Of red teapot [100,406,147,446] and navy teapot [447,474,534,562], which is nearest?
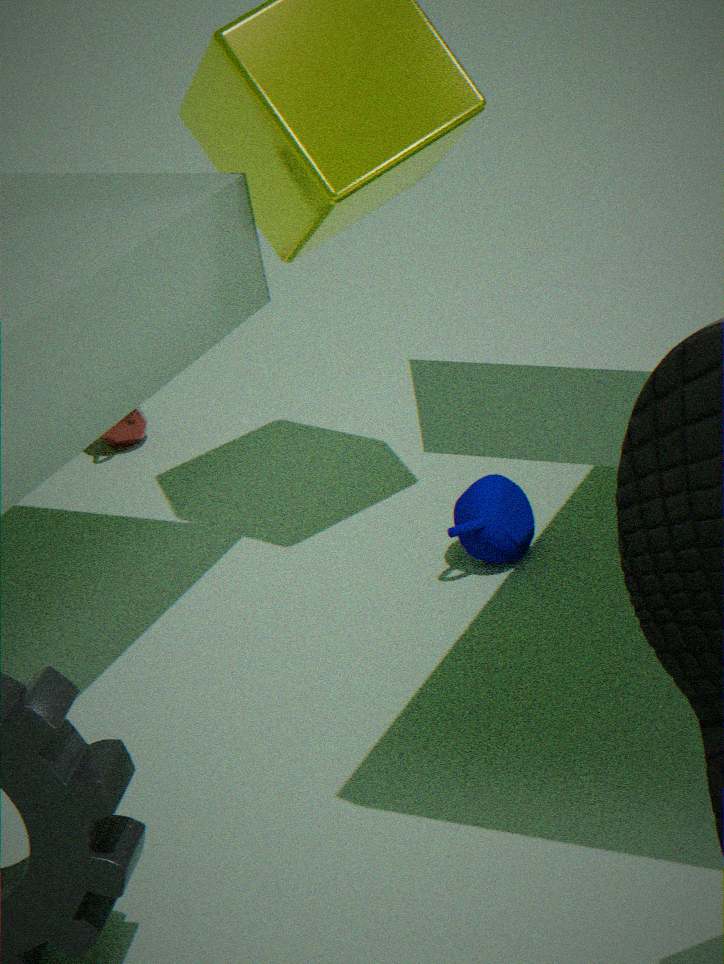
navy teapot [447,474,534,562]
